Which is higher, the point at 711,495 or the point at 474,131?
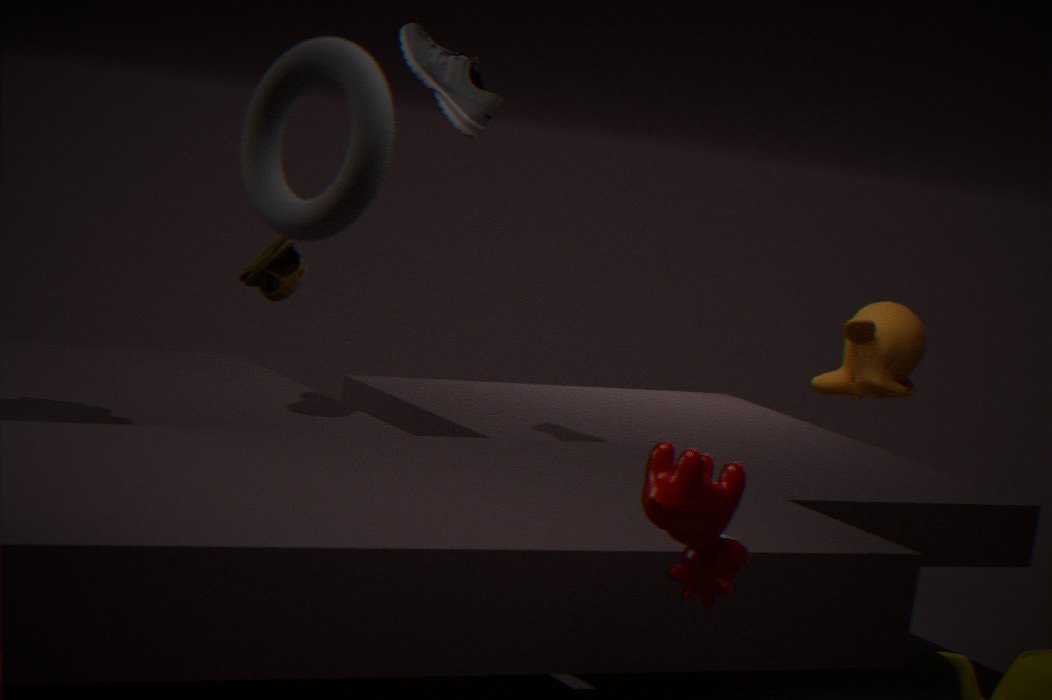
the point at 474,131
